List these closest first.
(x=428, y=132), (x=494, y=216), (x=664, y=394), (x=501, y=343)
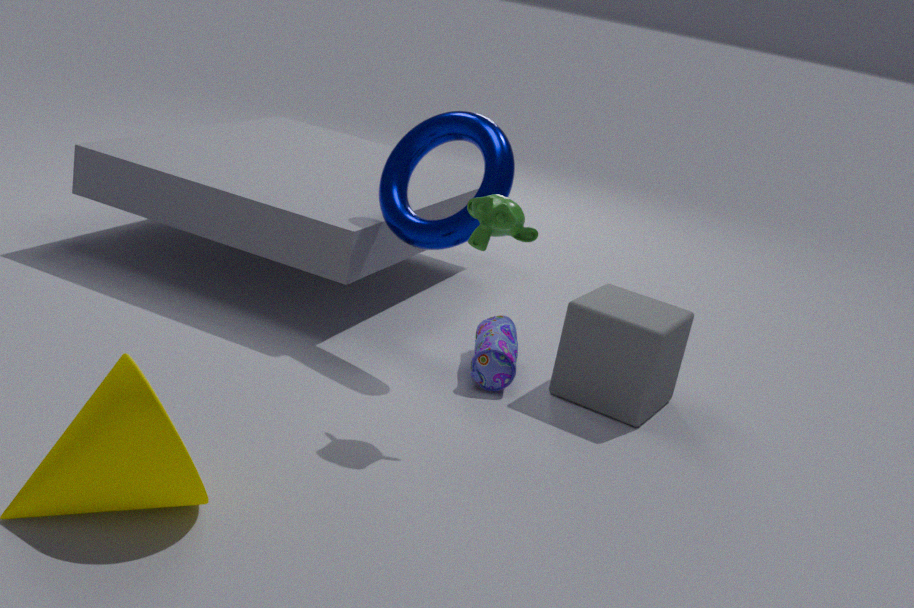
(x=494, y=216) < (x=501, y=343) < (x=664, y=394) < (x=428, y=132)
